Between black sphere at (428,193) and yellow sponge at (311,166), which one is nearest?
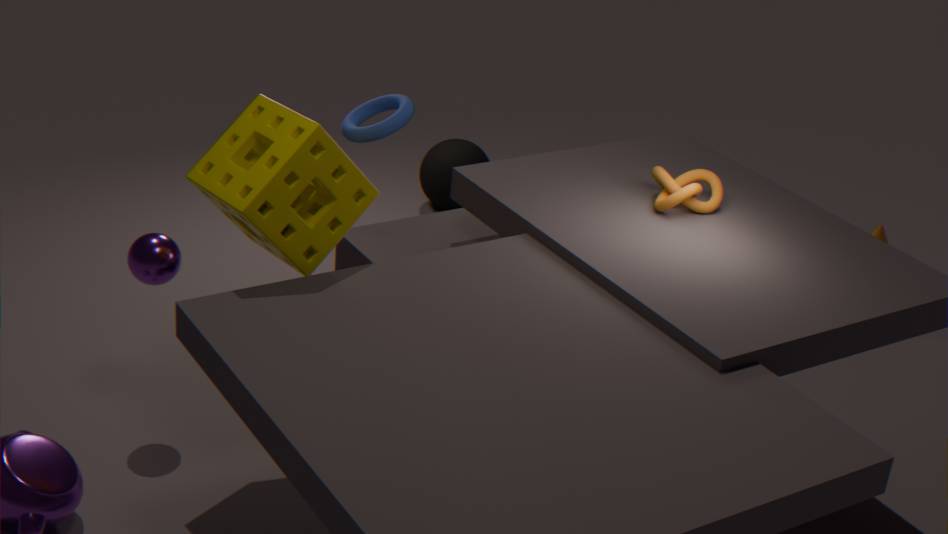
yellow sponge at (311,166)
